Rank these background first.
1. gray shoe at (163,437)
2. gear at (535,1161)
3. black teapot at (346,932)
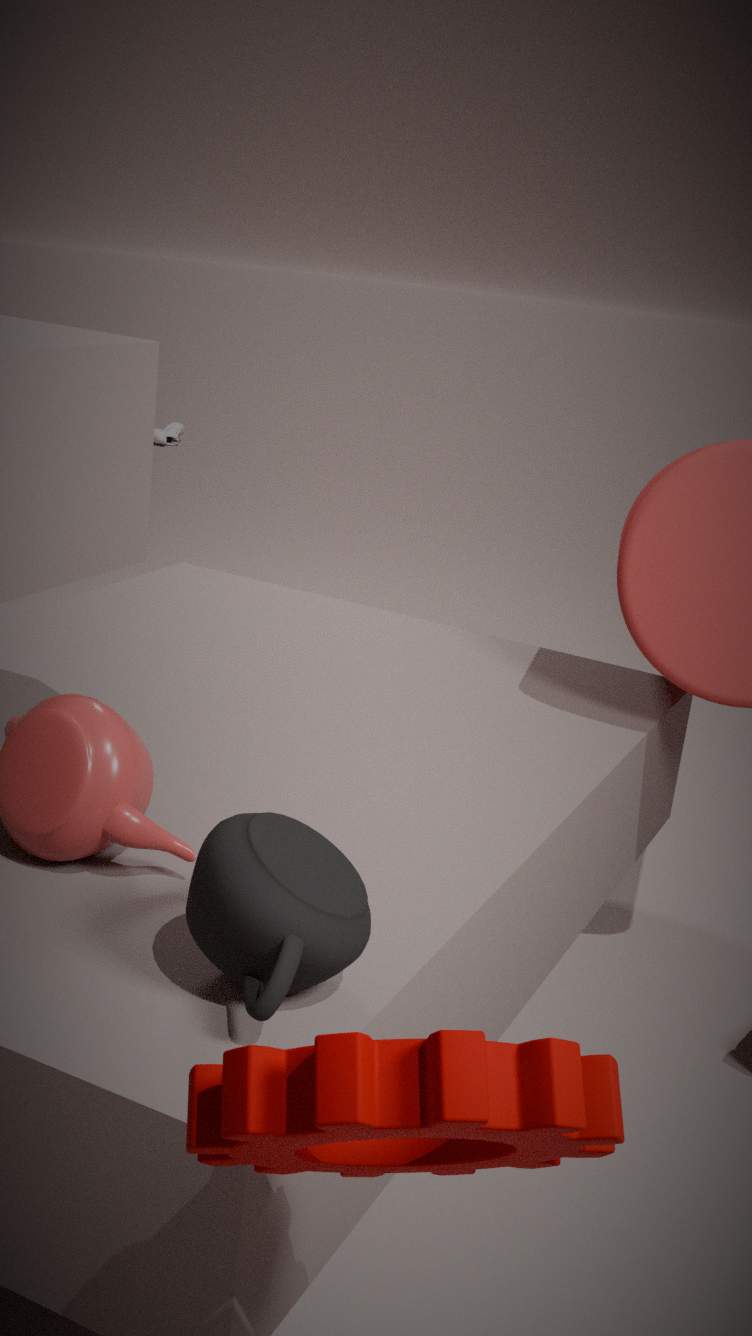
gray shoe at (163,437), black teapot at (346,932), gear at (535,1161)
